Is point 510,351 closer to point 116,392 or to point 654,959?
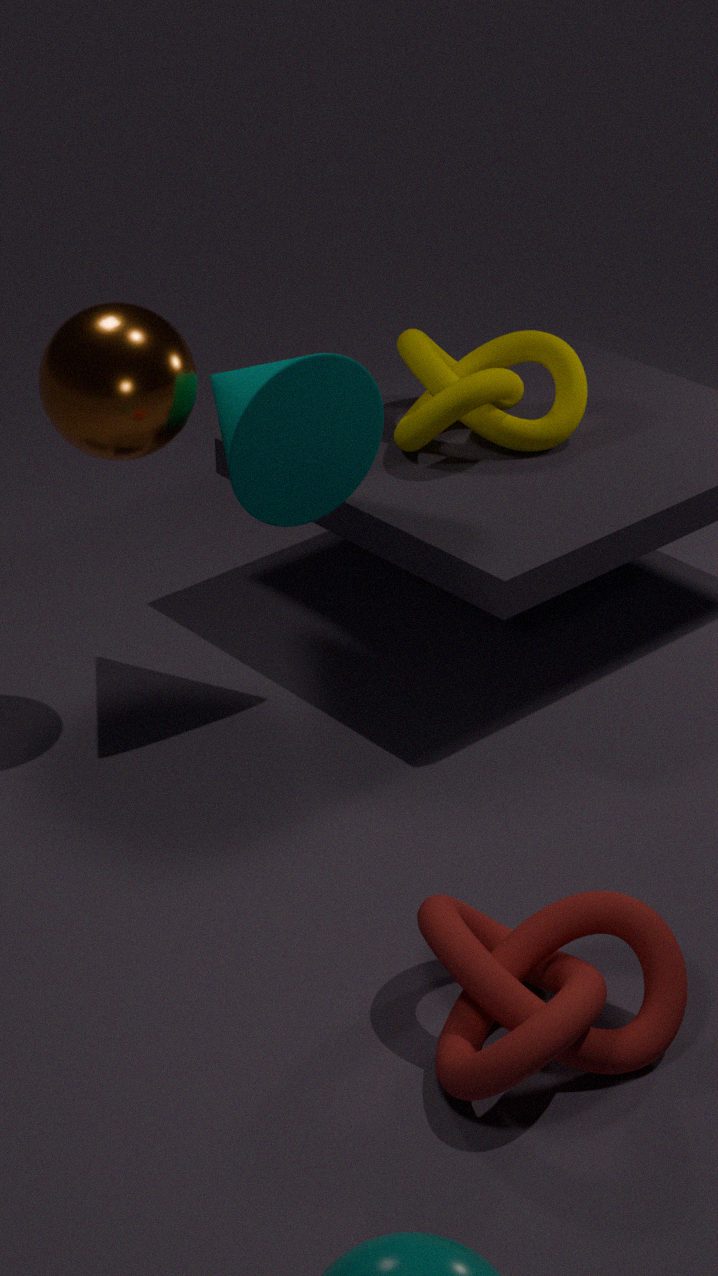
point 116,392
